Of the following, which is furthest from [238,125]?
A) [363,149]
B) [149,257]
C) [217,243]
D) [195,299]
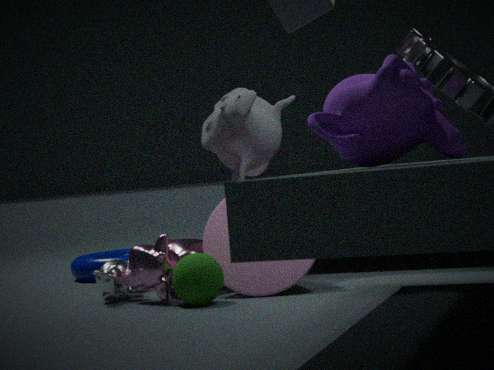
[363,149]
